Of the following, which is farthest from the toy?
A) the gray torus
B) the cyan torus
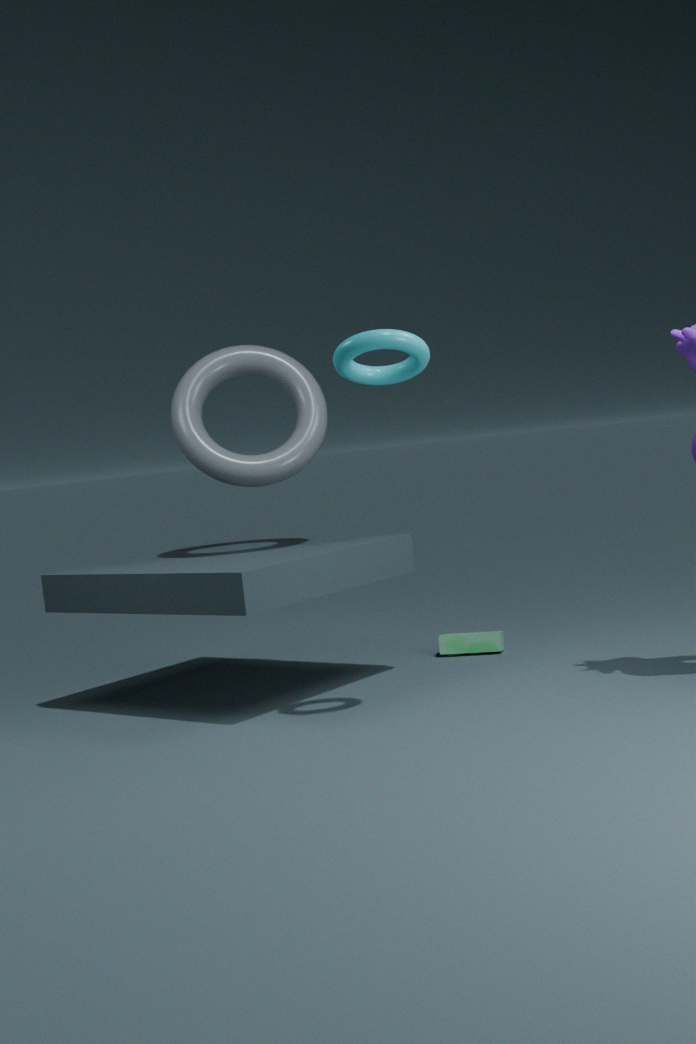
the cyan torus
